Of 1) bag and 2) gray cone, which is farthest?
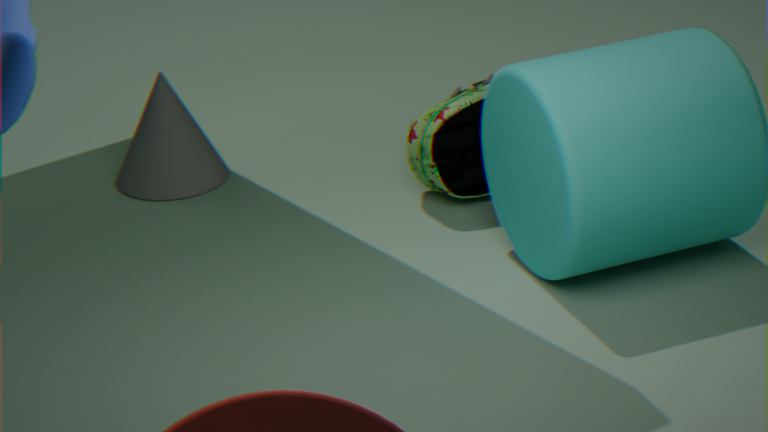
2. gray cone
